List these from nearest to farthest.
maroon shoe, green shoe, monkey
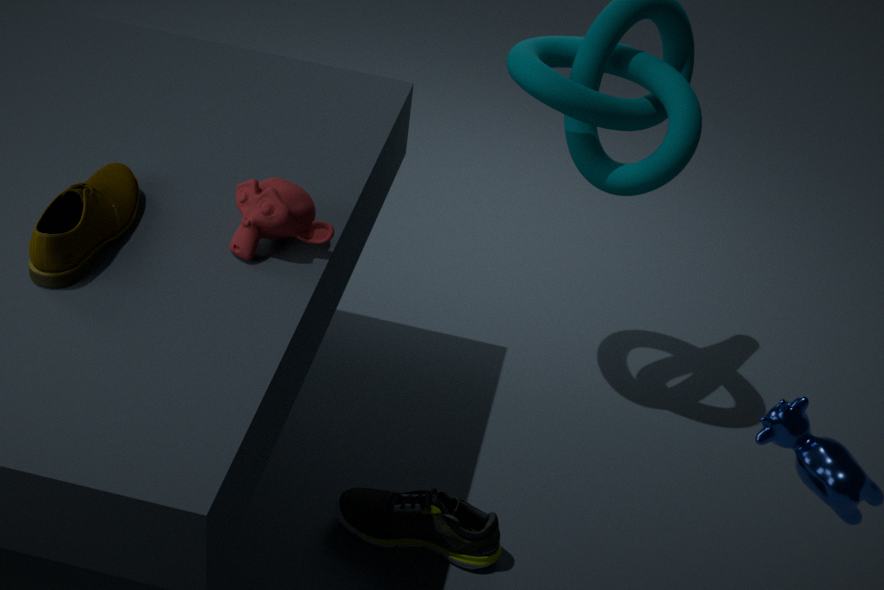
1. maroon shoe
2. monkey
3. green shoe
